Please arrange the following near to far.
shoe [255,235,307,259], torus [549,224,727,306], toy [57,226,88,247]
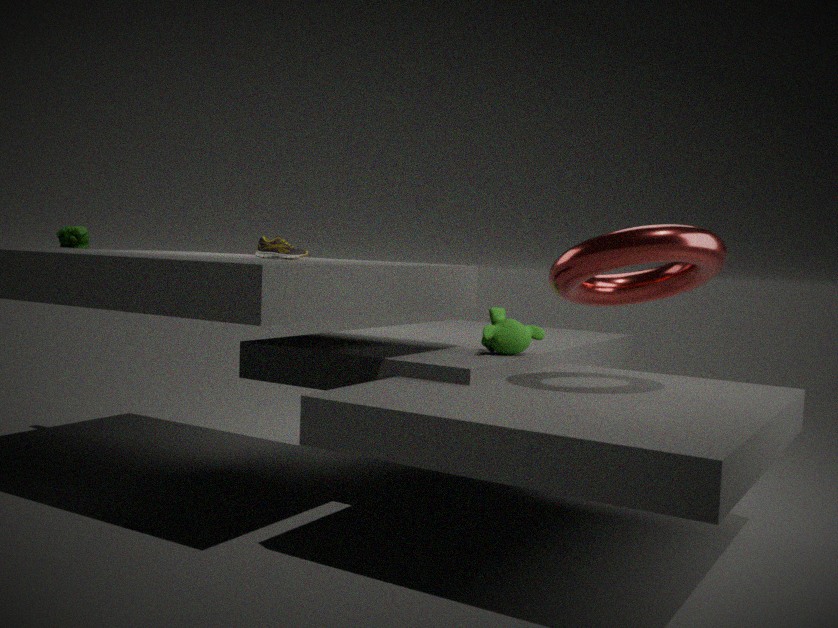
torus [549,224,727,306]
shoe [255,235,307,259]
toy [57,226,88,247]
